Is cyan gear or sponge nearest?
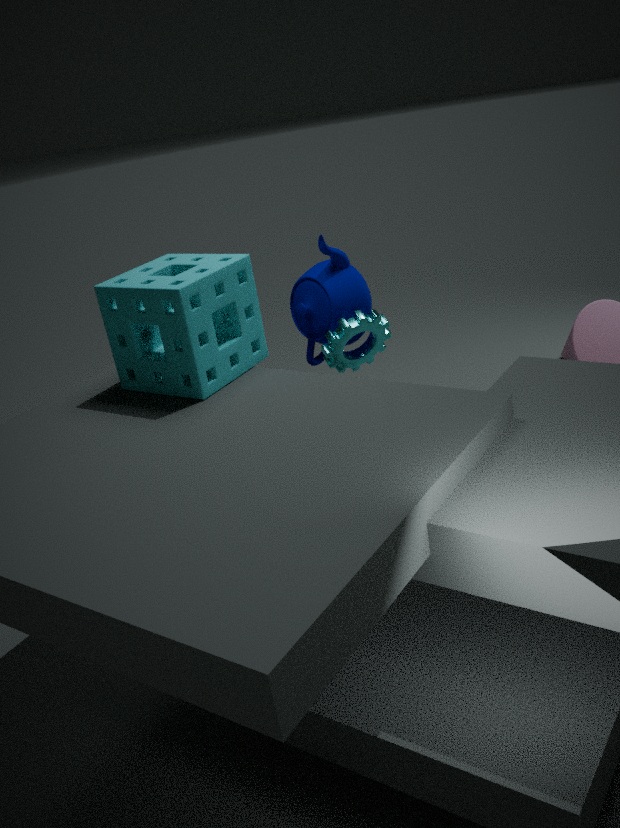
sponge
